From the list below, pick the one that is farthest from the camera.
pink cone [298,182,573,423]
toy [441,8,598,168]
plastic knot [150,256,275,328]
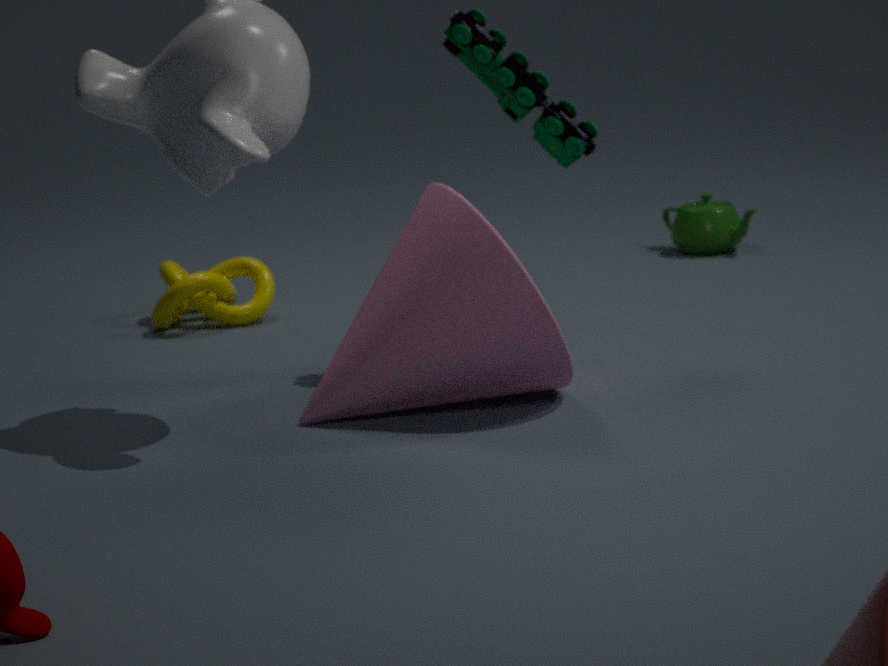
plastic knot [150,256,275,328]
